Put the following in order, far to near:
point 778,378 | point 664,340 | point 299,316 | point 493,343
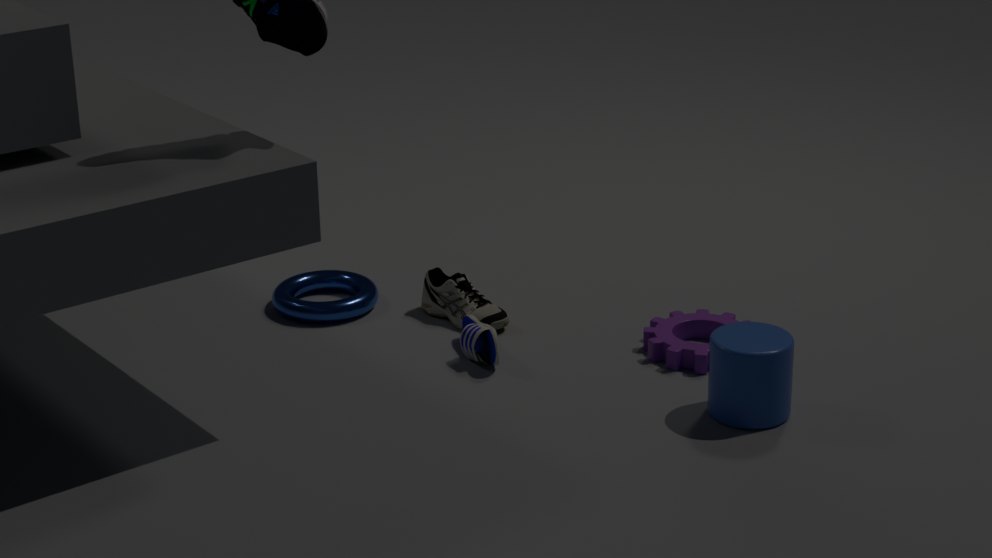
1. point 299,316
2. point 664,340
3. point 493,343
4. point 778,378
